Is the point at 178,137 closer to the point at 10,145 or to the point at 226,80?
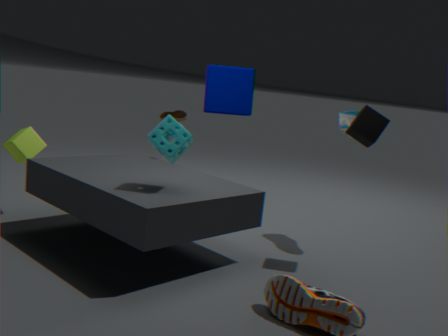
the point at 226,80
